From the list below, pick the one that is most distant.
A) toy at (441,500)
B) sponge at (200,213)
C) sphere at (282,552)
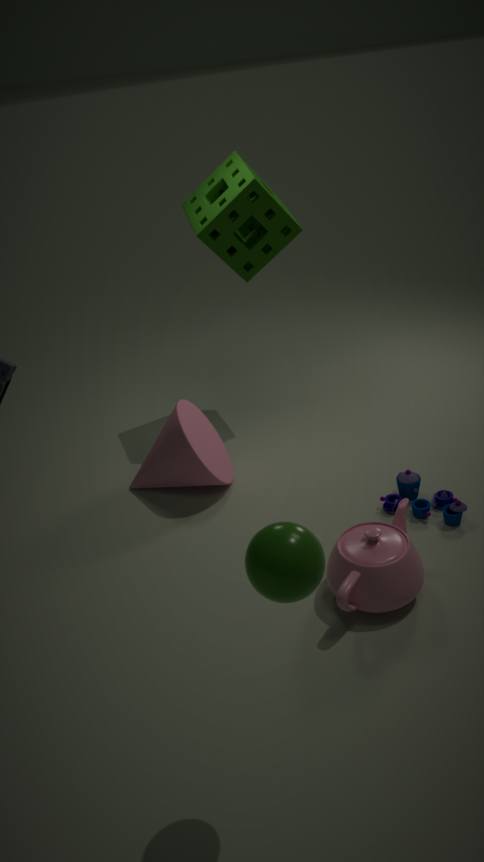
sponge at (200,213)
